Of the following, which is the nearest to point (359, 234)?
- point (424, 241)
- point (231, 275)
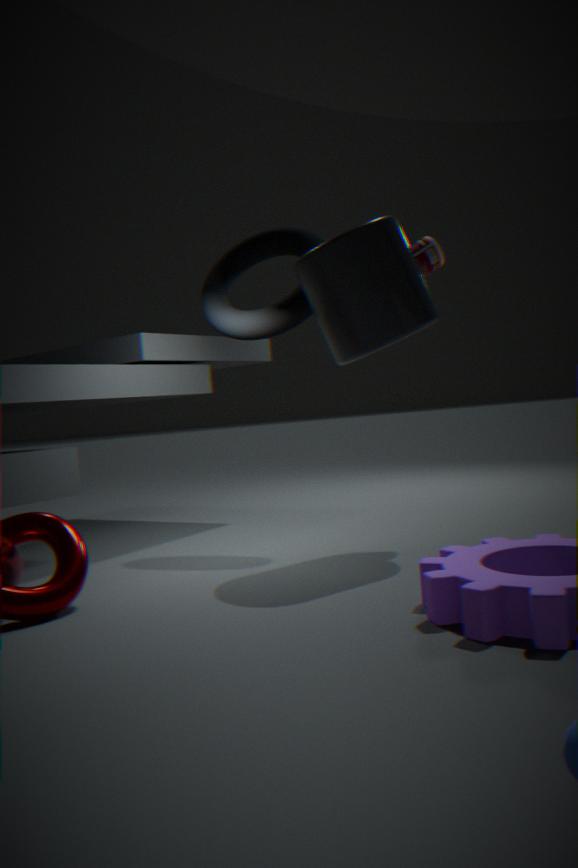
point (424, 241)
